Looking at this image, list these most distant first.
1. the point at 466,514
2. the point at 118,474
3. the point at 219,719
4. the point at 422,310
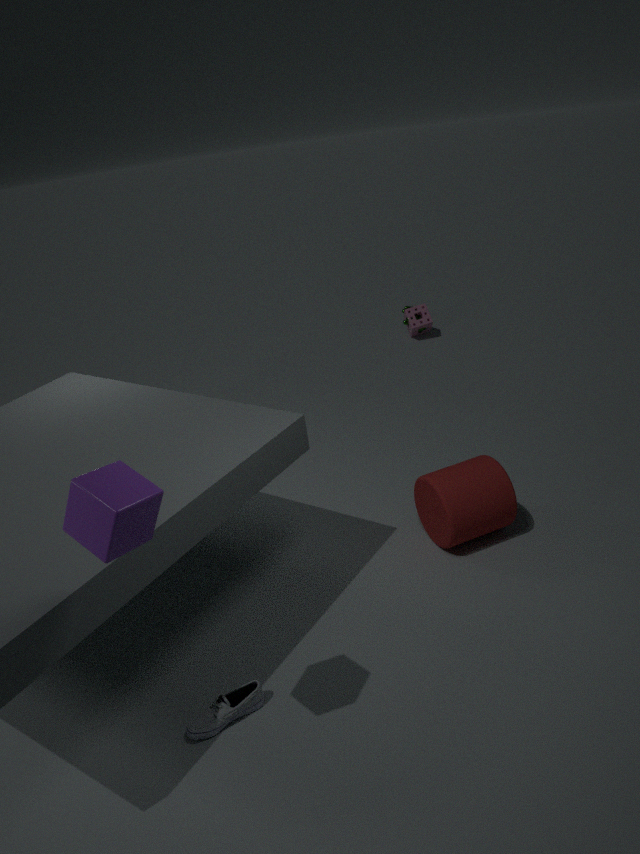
the point at 422,310
the point at 466,514
the point at 219,719
the point at 118,474
